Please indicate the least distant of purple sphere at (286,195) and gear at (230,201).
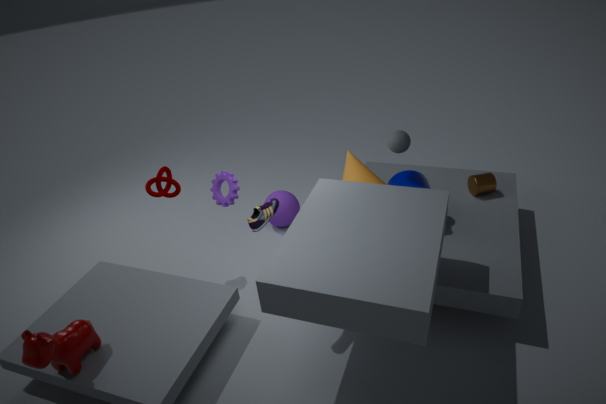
gear at (230,201)
